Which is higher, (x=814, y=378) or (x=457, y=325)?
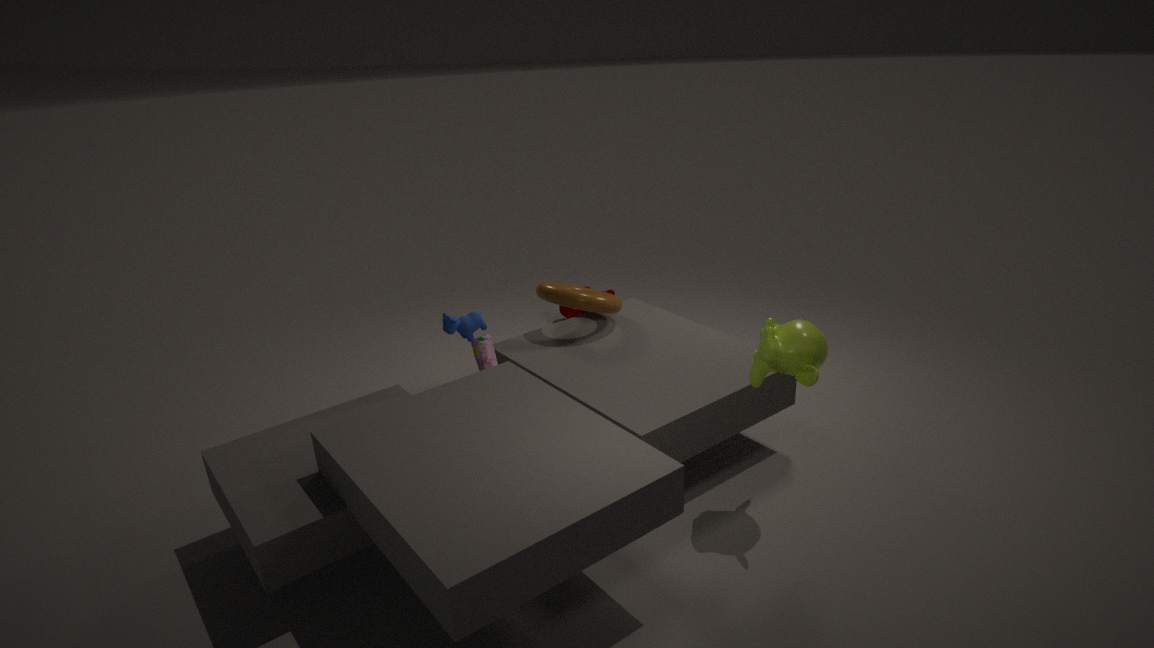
(x=814, y=378)
